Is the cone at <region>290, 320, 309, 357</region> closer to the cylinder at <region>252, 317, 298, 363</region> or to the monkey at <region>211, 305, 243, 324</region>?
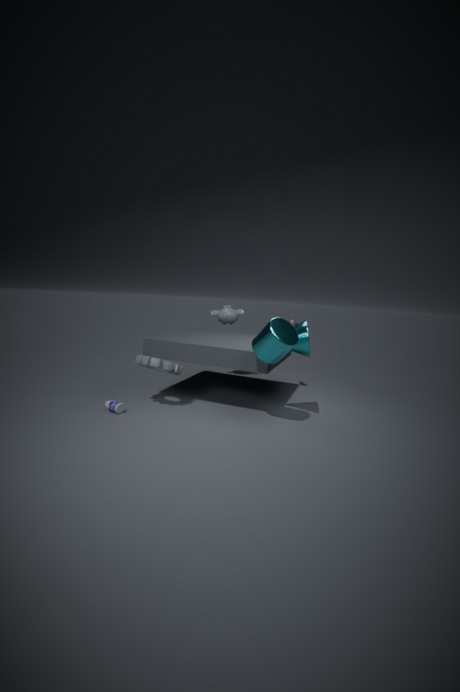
the cylinder at <region>252, 317, 298, 363</region>
